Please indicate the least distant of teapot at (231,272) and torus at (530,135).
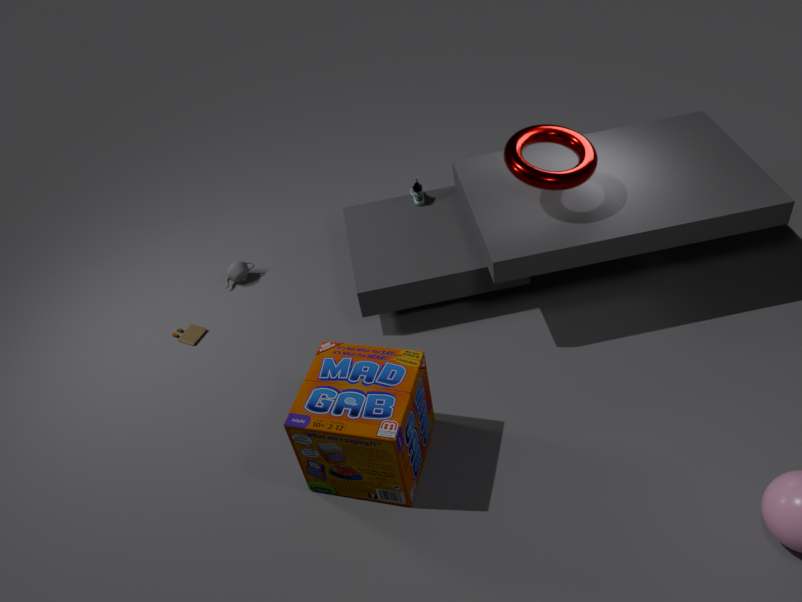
torus at (530,135)
